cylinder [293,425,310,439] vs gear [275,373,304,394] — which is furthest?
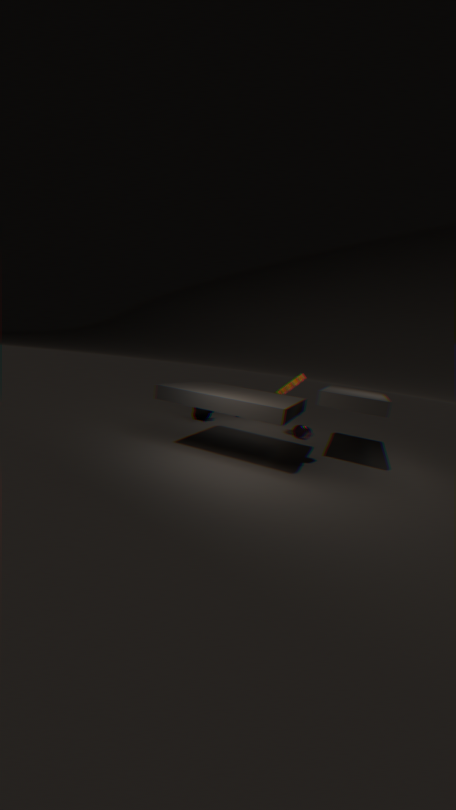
gear [275,373,304,394]
